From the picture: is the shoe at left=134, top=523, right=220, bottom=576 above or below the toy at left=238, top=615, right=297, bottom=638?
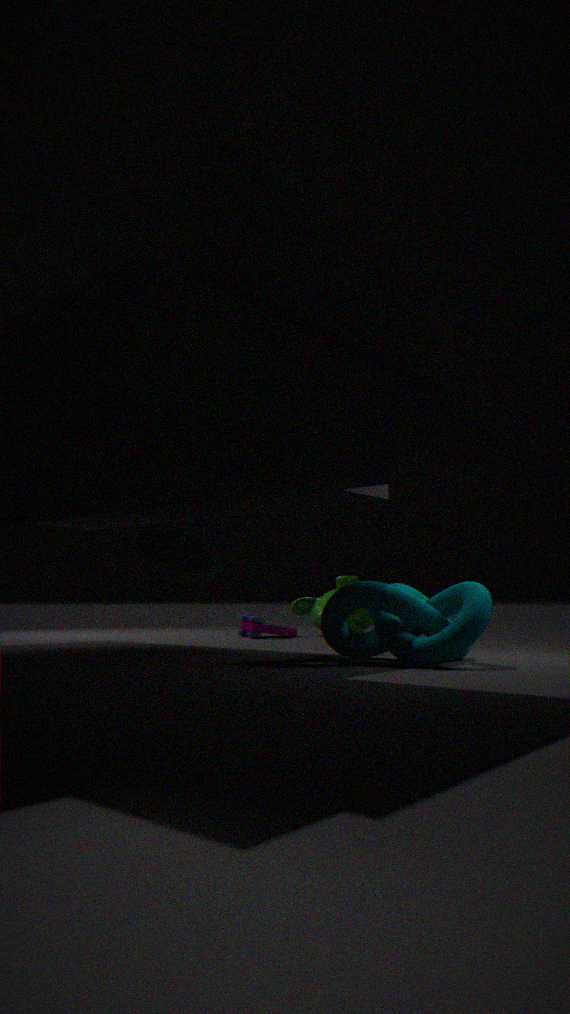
above
